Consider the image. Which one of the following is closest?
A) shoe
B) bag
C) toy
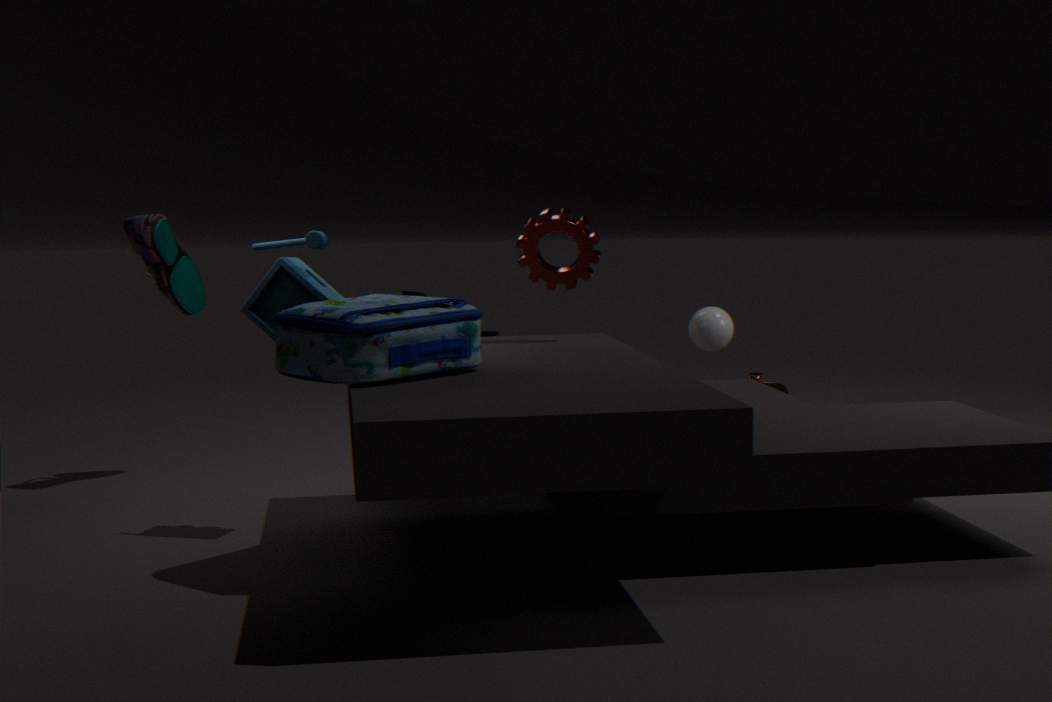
bag
